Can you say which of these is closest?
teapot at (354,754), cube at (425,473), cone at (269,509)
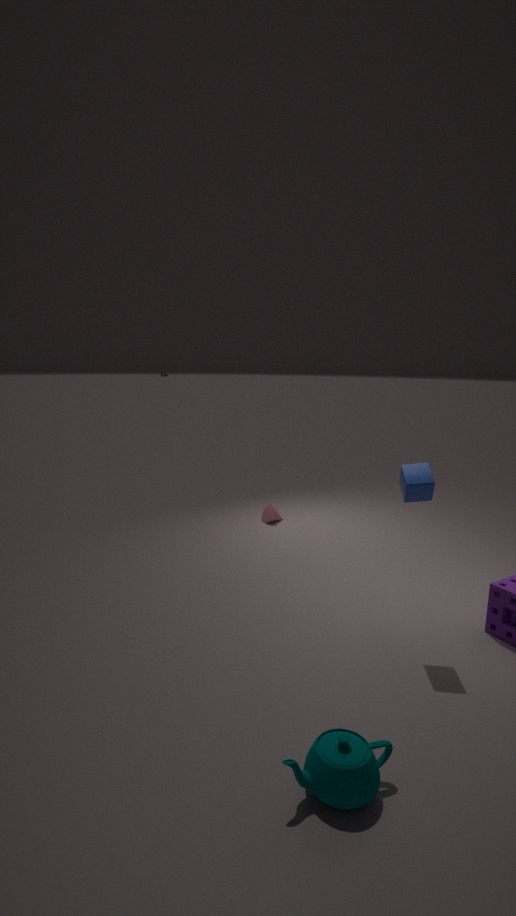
teapot at (354,754)
